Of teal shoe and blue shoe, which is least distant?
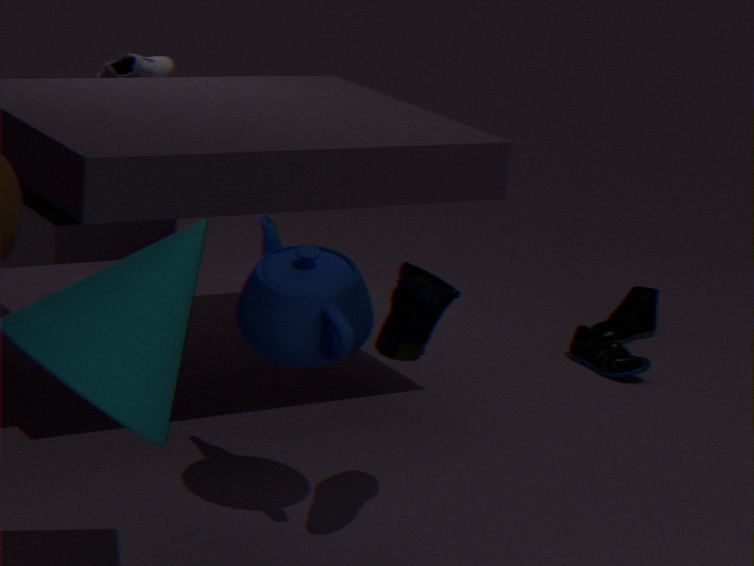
blue shoe
